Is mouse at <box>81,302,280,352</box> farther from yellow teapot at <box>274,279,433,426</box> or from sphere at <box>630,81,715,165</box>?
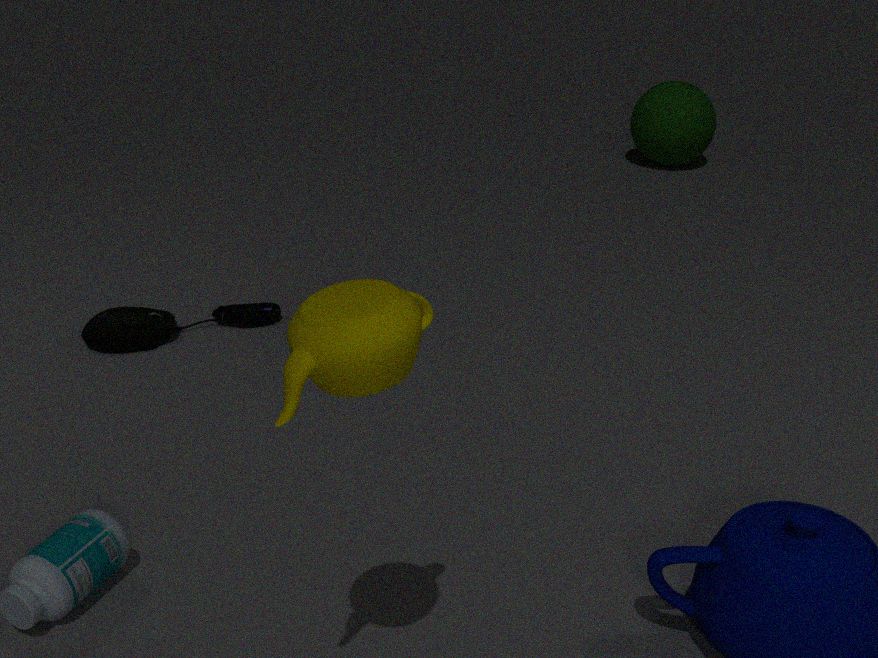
sphere at <box>630,81,715,165</box>
